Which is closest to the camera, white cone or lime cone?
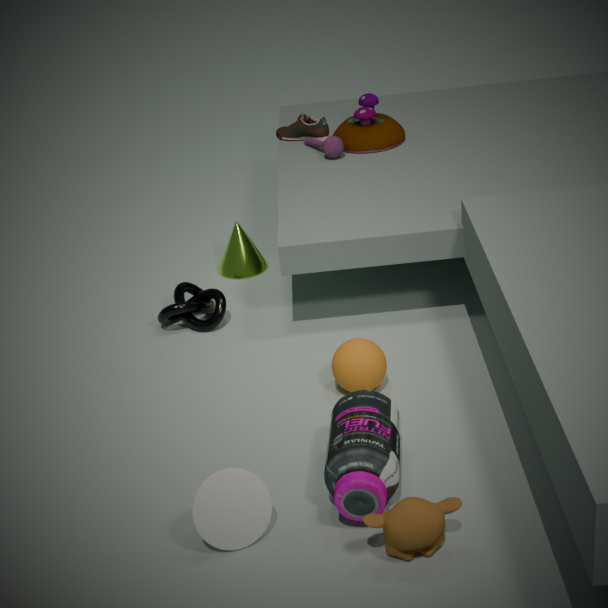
white cone
